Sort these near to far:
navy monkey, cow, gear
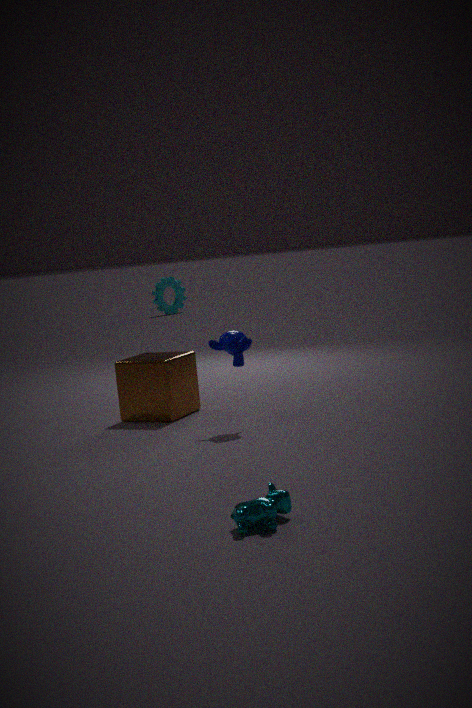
cow, navy monkey, gear
